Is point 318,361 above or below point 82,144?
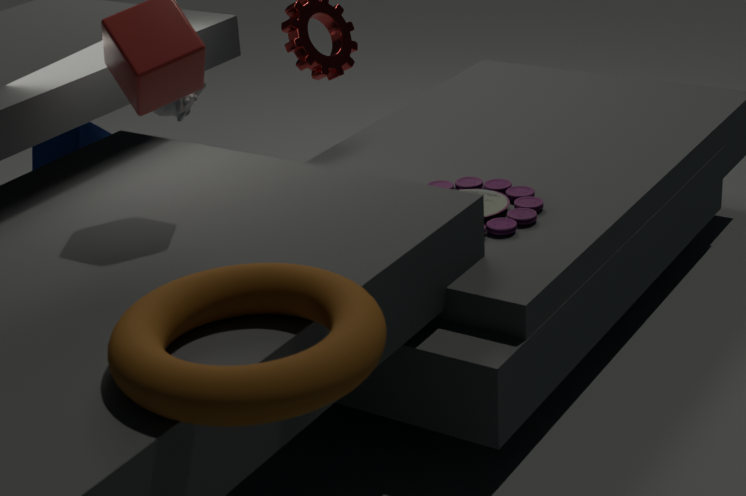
above
